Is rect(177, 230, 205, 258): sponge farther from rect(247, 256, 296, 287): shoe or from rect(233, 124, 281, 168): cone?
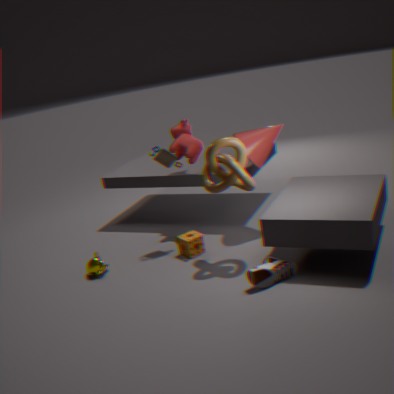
rect(233, 124, 281, 168): cone
